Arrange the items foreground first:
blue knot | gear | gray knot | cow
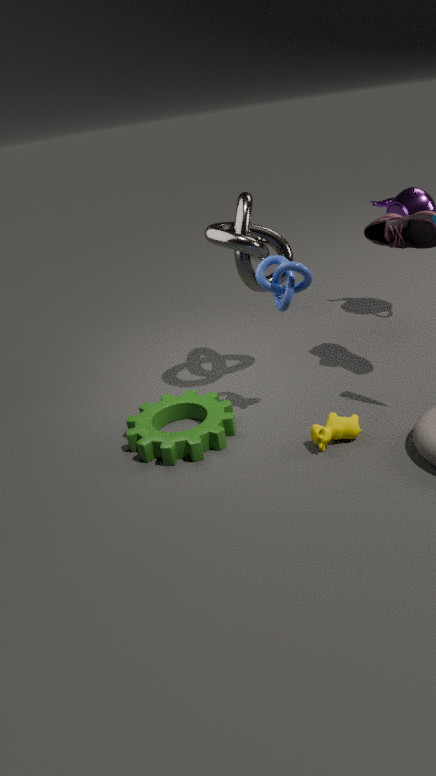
cow
blue knot
gear
gray knot
